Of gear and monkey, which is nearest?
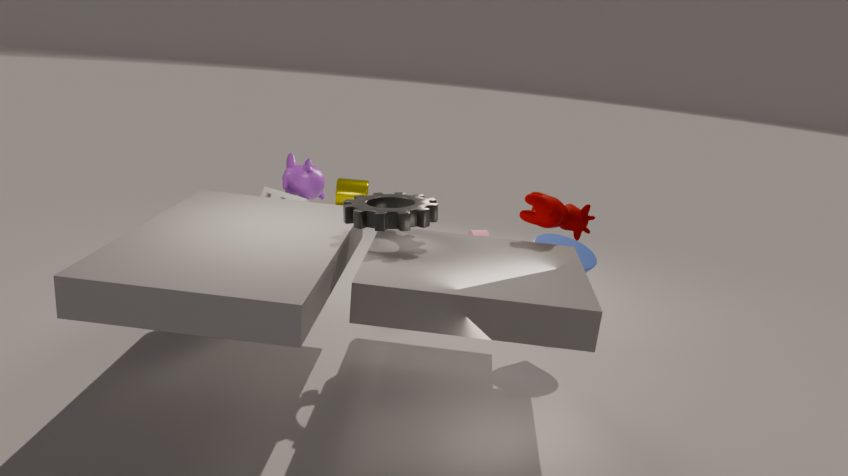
gear
